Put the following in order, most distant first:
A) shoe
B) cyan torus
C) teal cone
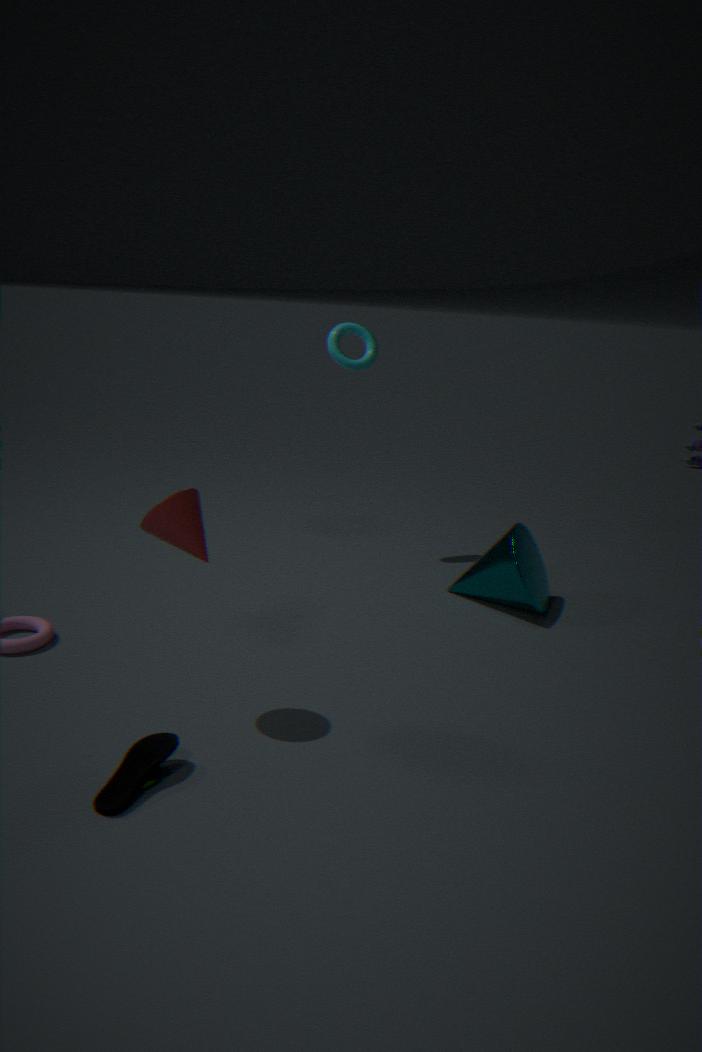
cyan torus < teal cone < shoe
